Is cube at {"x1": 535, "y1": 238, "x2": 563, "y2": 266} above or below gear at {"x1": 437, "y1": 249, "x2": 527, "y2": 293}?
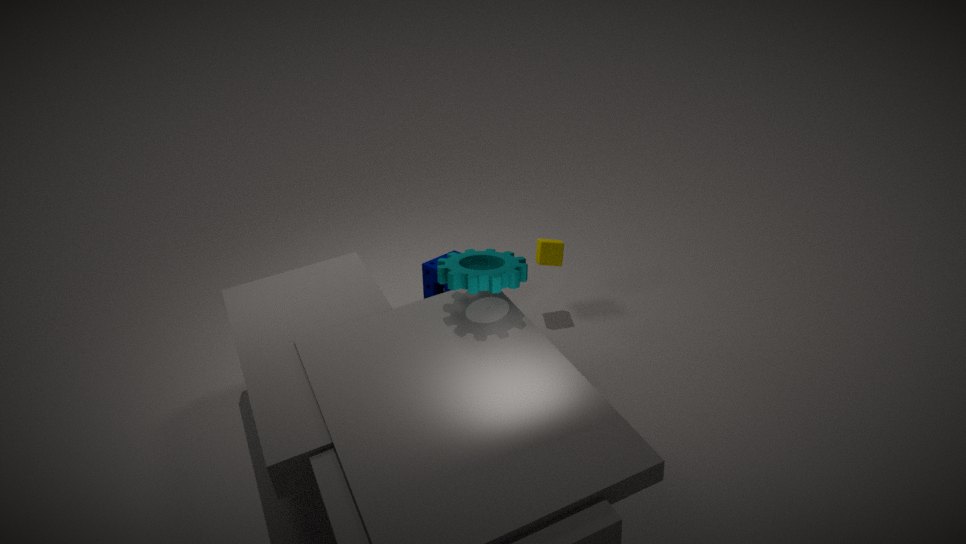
below
